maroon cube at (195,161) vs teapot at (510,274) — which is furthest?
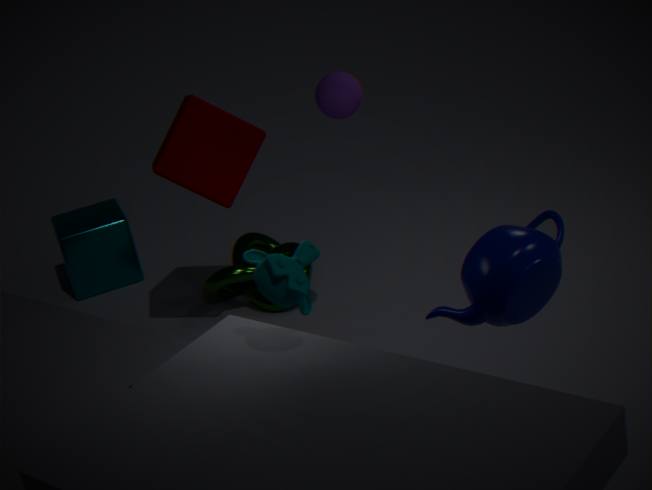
maroon cube at (195,161)
